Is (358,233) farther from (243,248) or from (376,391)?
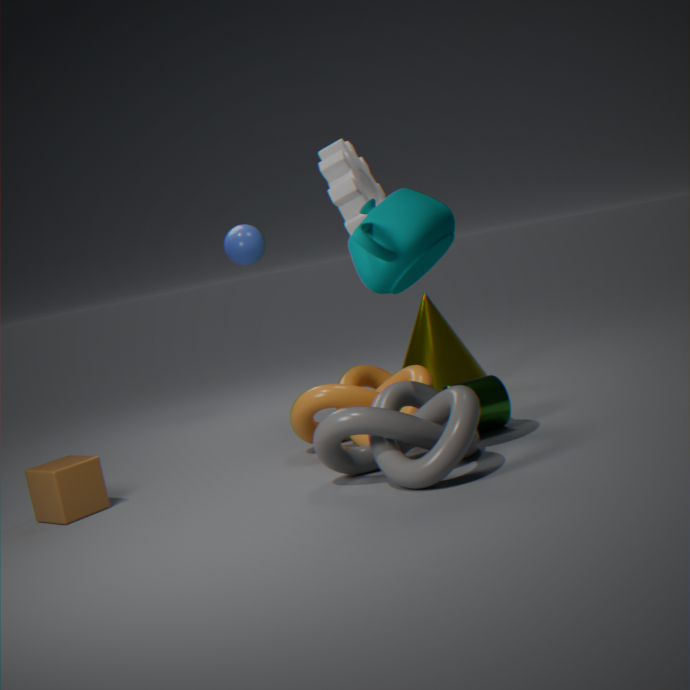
(243,248)
